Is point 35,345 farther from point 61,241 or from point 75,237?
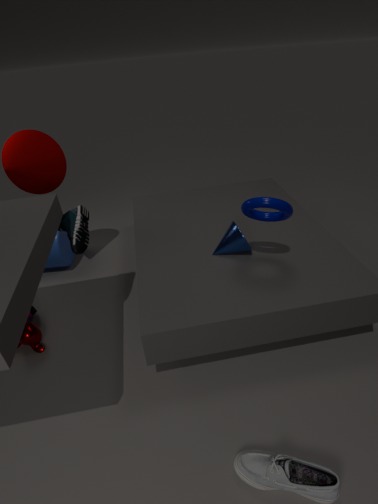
point 61,241
